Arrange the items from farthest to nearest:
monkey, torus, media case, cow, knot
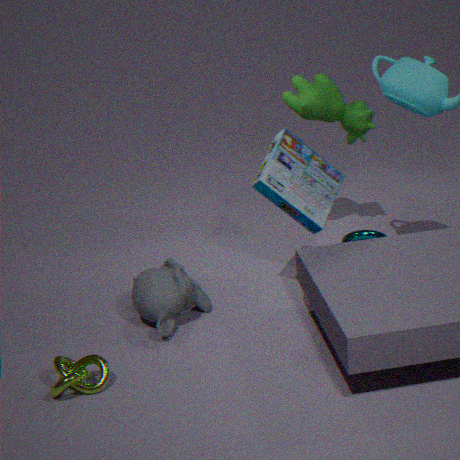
1. torus
2. cow
3. monkey
4. media case
5. knot
